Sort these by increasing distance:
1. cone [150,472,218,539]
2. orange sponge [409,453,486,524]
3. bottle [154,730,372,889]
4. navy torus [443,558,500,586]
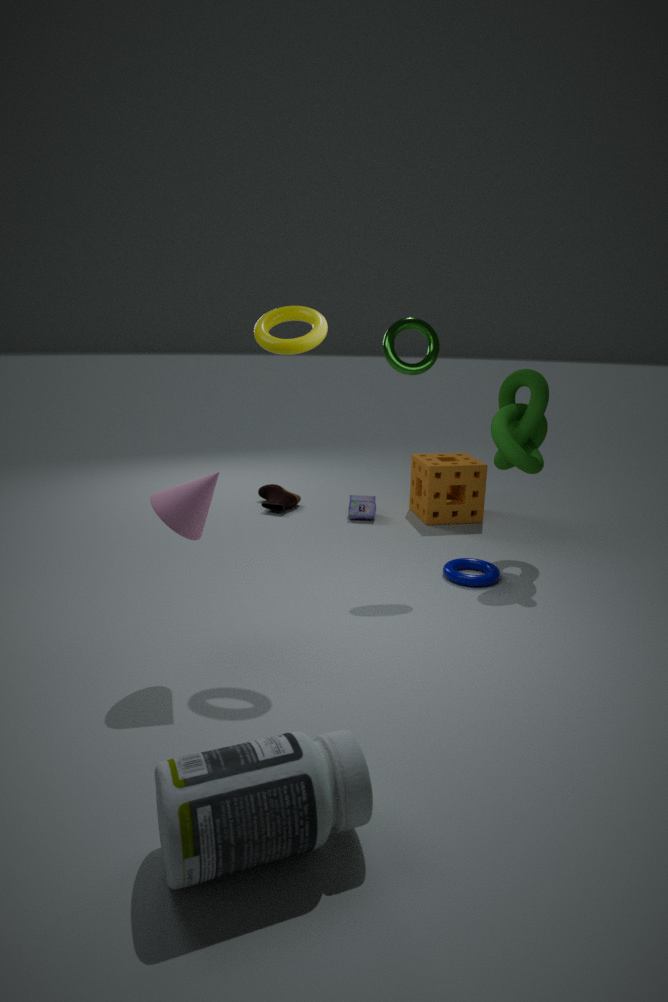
bottle [154,730,372,889]
cone [150,472,218,539]
navy torus [443,558,500,586]
orange sponge [409,453,486,524]
